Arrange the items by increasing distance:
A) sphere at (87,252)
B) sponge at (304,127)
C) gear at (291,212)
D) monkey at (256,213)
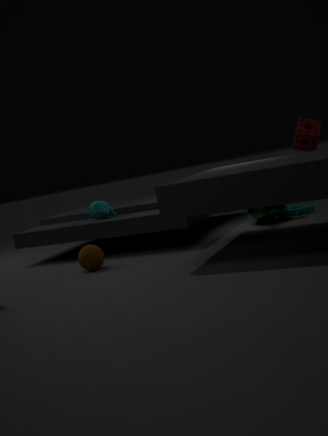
1. sphere at (87,252)
2. sponge at (304,127)
3. monkey at (256,213)
4. gear at (291,212)
